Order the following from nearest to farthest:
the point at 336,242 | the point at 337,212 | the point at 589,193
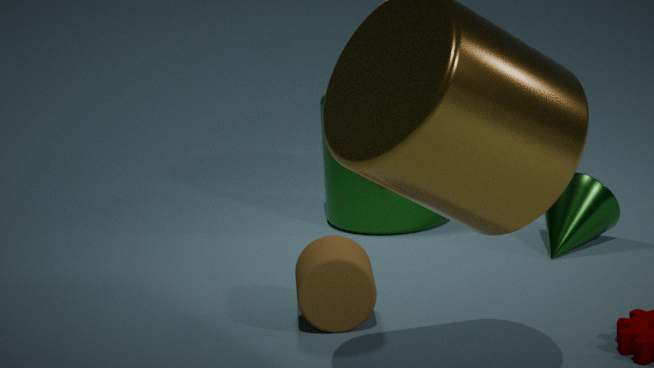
the point at 336,242, the point at 589,193, the point at 337,212
